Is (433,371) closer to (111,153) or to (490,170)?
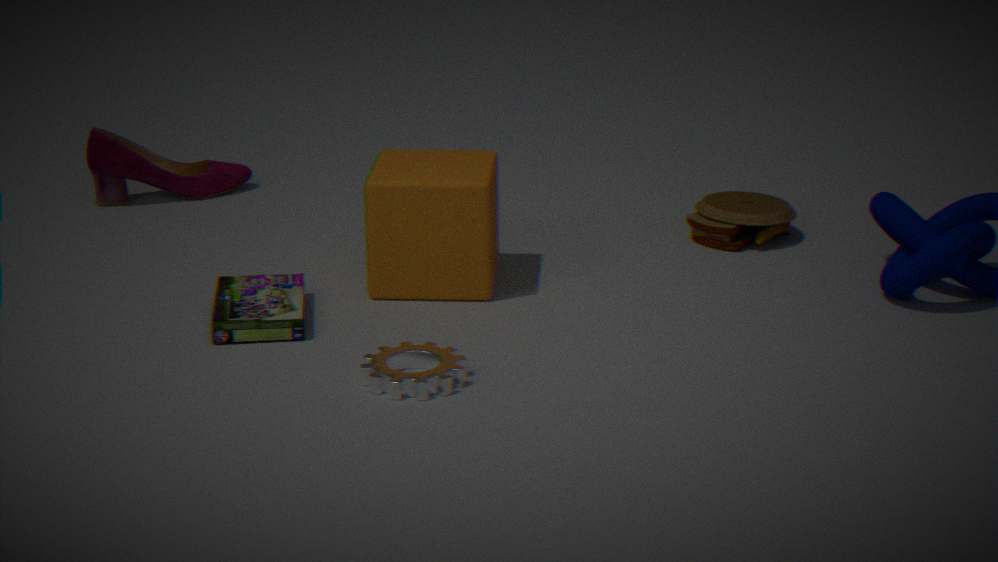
(490,170)
